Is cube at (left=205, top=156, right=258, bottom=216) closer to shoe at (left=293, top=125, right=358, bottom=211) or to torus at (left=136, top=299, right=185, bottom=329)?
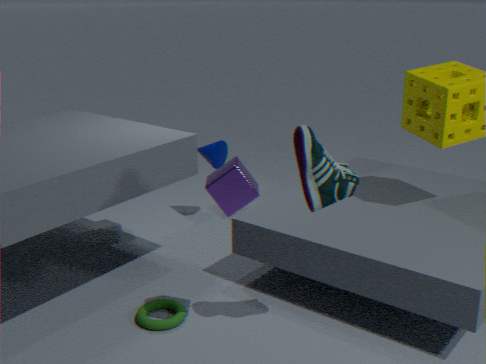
shoe at (left=293, top=125, right=358, bottom=211)
